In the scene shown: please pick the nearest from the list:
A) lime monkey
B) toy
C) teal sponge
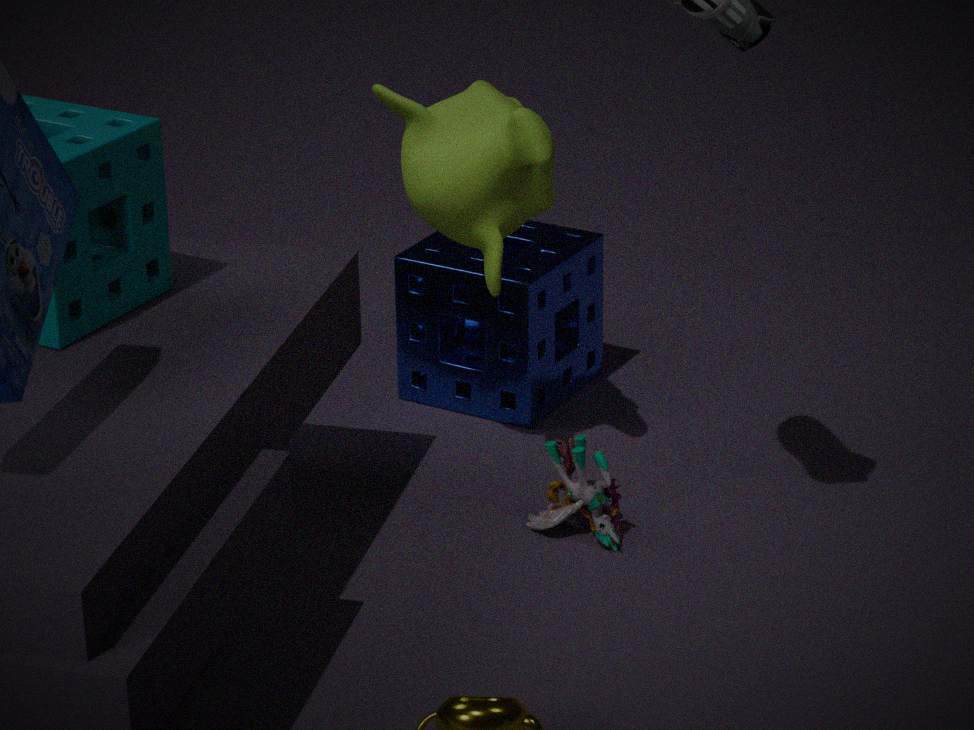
teal sponge
